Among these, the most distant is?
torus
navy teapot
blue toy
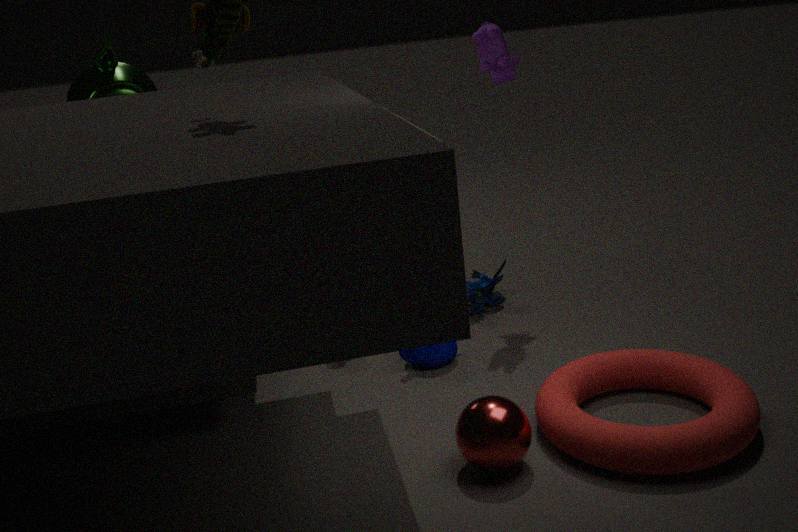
blue toy
